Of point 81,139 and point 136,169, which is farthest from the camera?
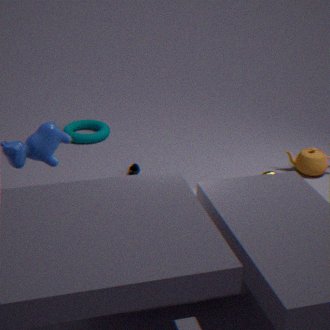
point 81,139
